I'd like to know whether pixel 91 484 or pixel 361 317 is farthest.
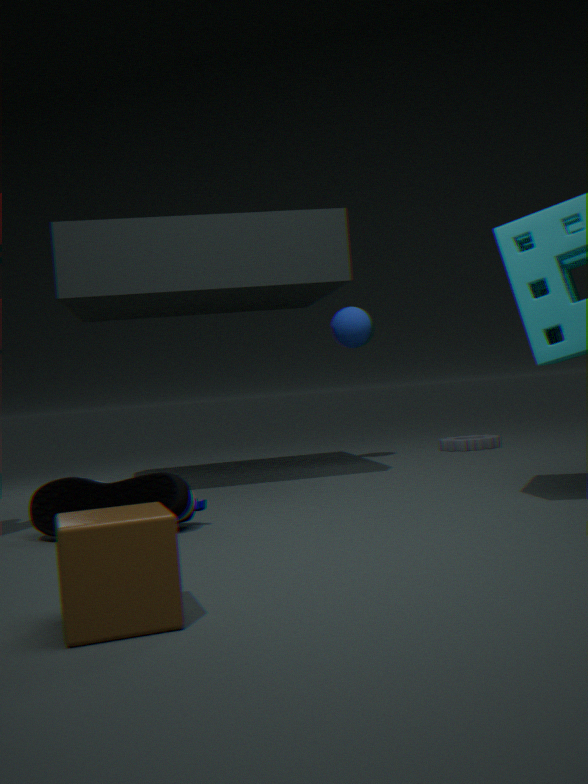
pixel 361 317
